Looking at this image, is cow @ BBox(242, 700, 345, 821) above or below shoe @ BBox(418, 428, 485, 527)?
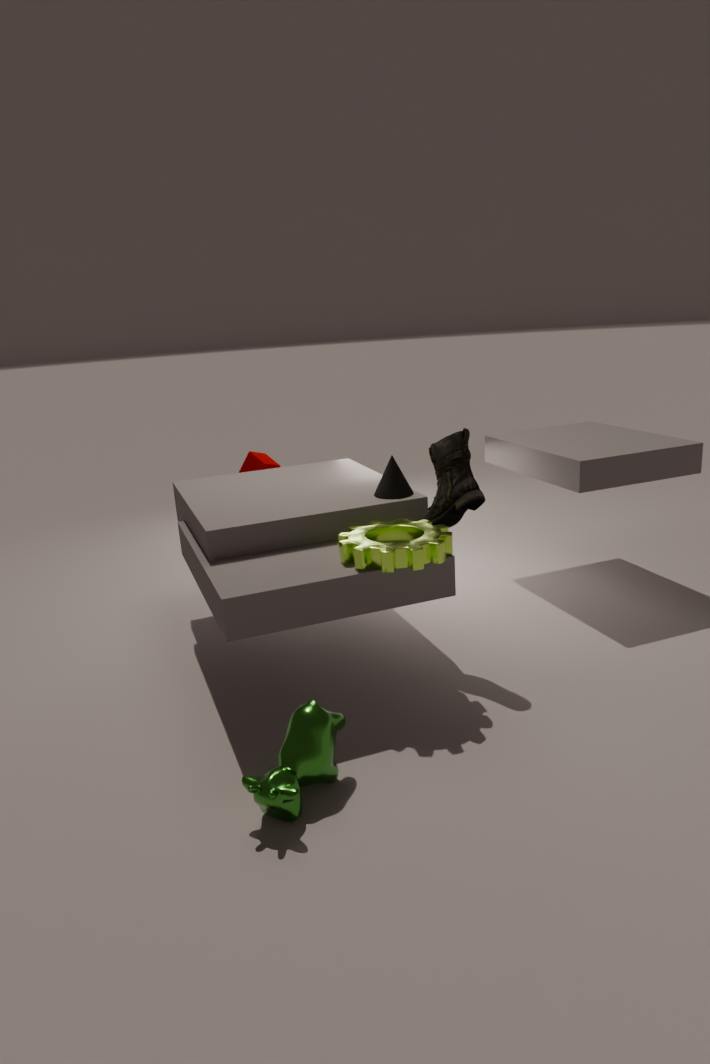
below
